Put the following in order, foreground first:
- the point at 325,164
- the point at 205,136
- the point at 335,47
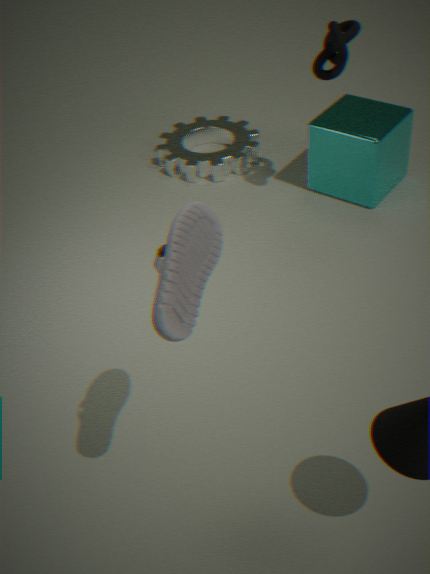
the point at 335,47 → the point at 325,164 → the point at 205,136
